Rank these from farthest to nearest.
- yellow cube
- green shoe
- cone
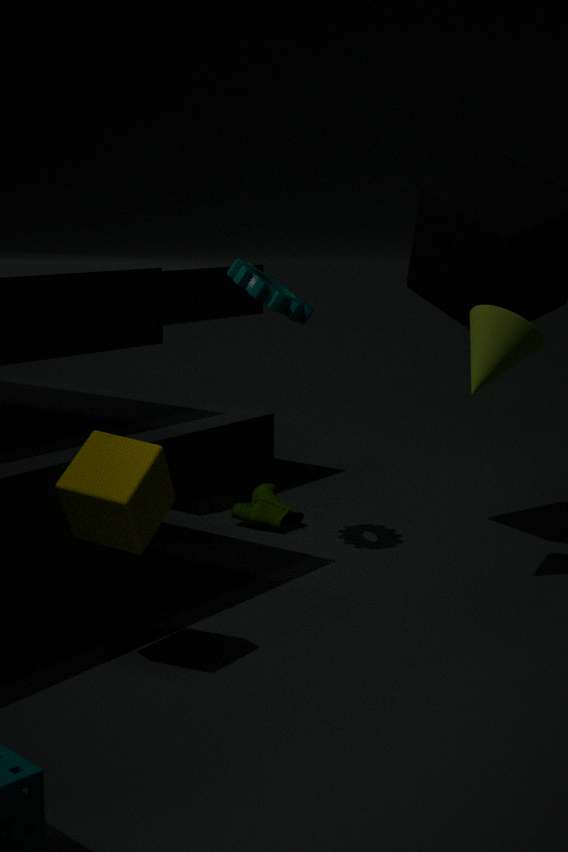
green shoe → cone → yellow cube
